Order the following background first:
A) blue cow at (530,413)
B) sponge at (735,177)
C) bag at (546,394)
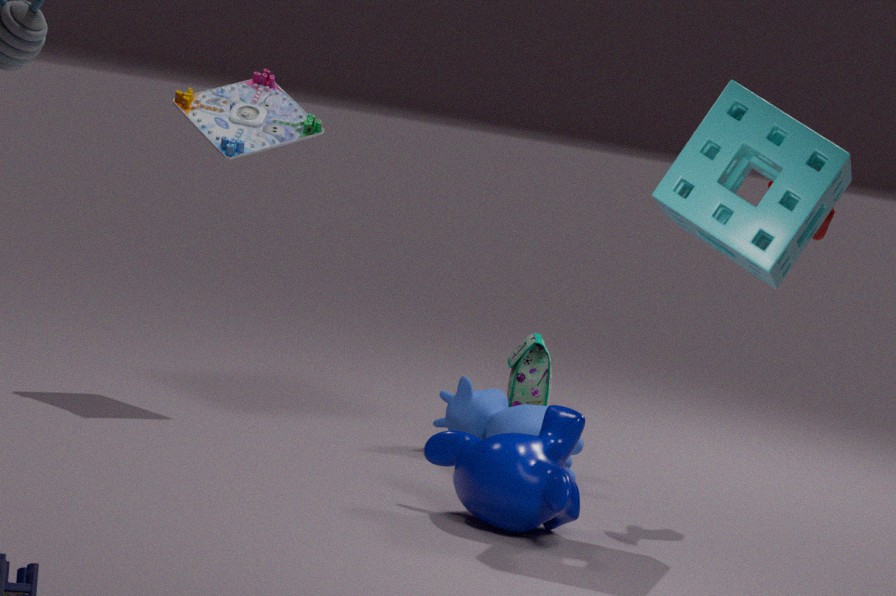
bag at (546,394)
blue cow at (530,413)
sponge at (735,177)
